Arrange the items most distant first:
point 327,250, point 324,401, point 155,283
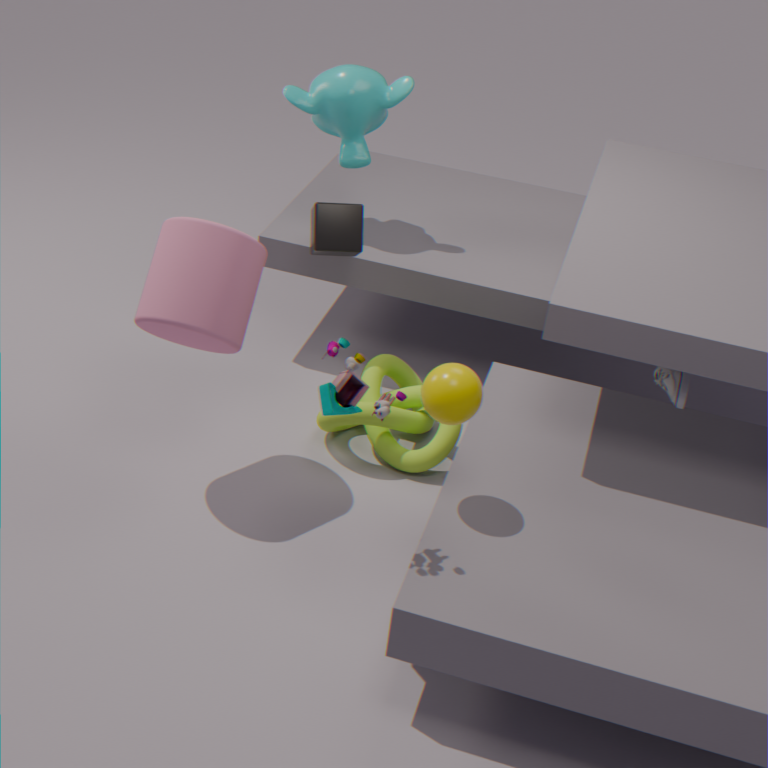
point 327,250 < point 155,283 < point 324,401
